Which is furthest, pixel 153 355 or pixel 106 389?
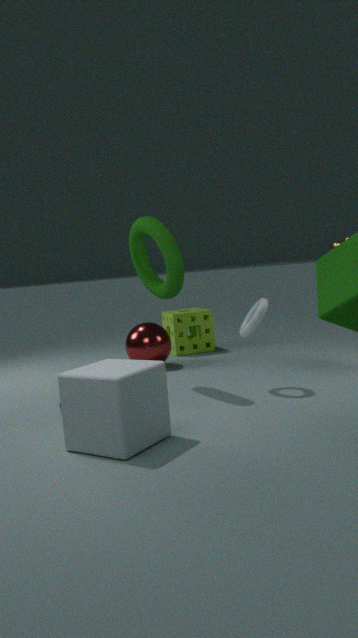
pixel 153 355
